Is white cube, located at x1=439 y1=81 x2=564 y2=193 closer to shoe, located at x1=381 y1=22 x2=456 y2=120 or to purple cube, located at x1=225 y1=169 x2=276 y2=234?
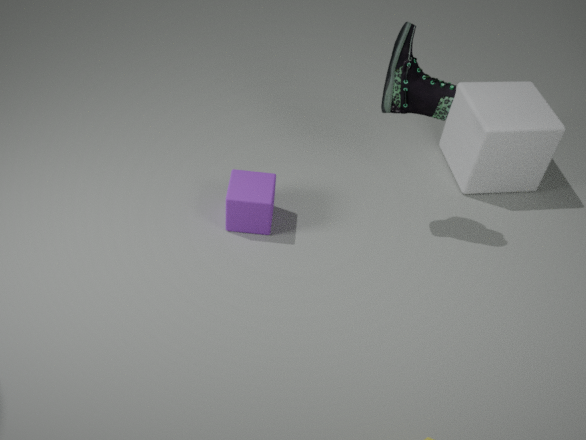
shoe, located at x1=381 y1=22 x2=456 y2=120
